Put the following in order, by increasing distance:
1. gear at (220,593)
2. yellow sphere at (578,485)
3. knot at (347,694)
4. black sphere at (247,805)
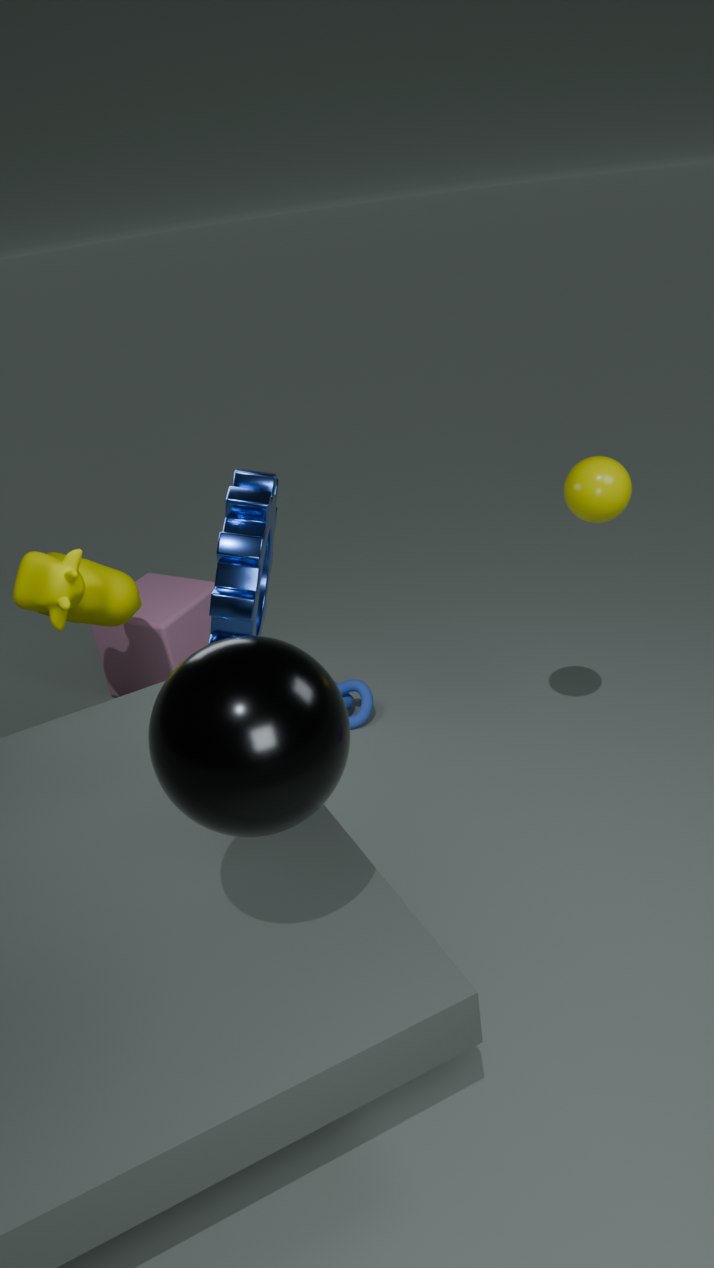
black sphere at (247,805)
gear at (220,593)
yellow sphere at (578,485)
knot at (347,694)
